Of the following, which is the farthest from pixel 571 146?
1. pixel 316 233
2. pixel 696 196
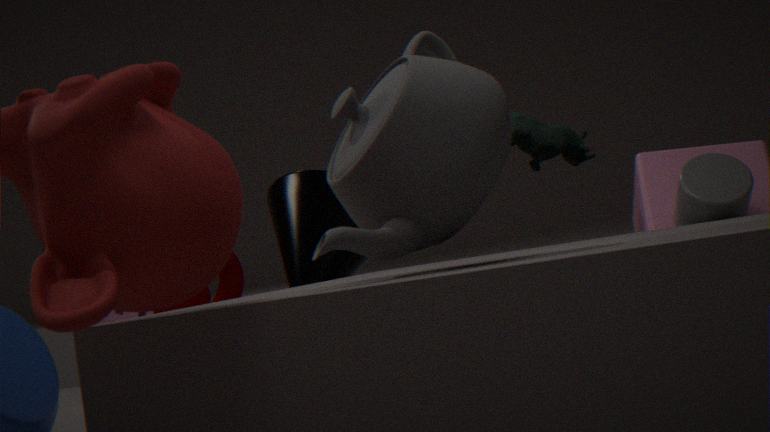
pixel 316 233
